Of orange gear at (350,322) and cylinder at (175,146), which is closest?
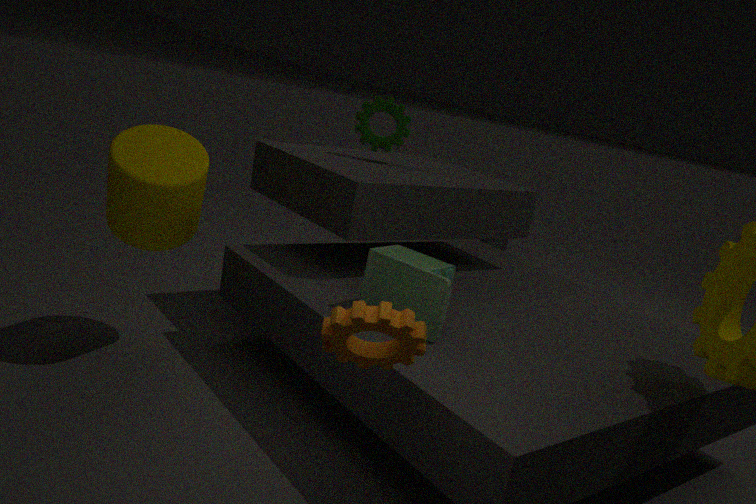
orange gear at (350,322)
